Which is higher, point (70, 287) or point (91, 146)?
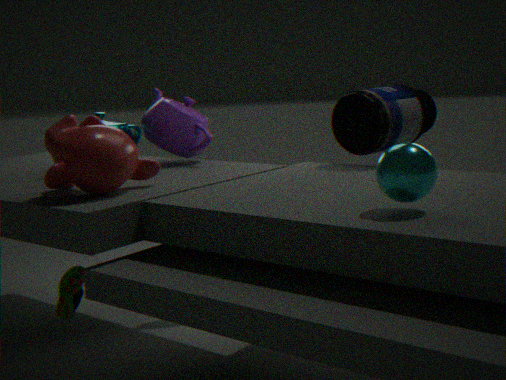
point (91, 146)
